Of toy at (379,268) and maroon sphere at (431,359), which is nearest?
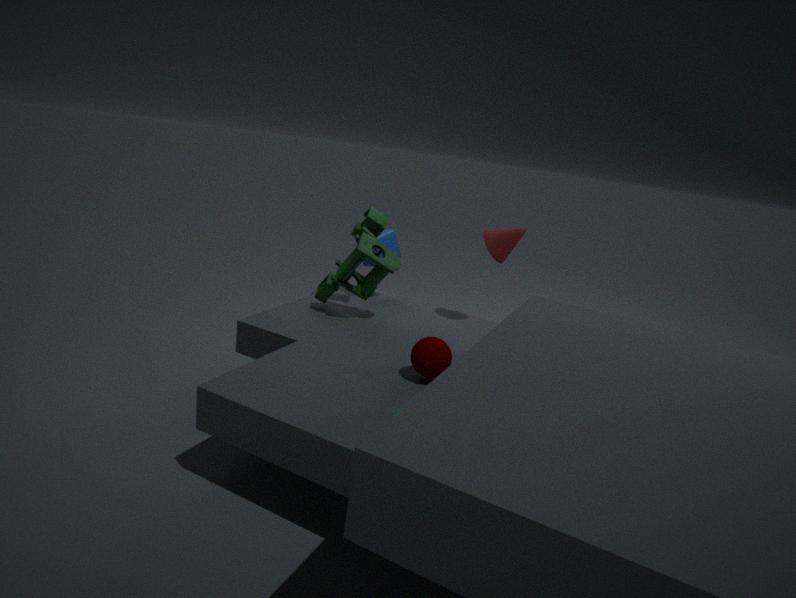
maroon sphere at (431,359)
